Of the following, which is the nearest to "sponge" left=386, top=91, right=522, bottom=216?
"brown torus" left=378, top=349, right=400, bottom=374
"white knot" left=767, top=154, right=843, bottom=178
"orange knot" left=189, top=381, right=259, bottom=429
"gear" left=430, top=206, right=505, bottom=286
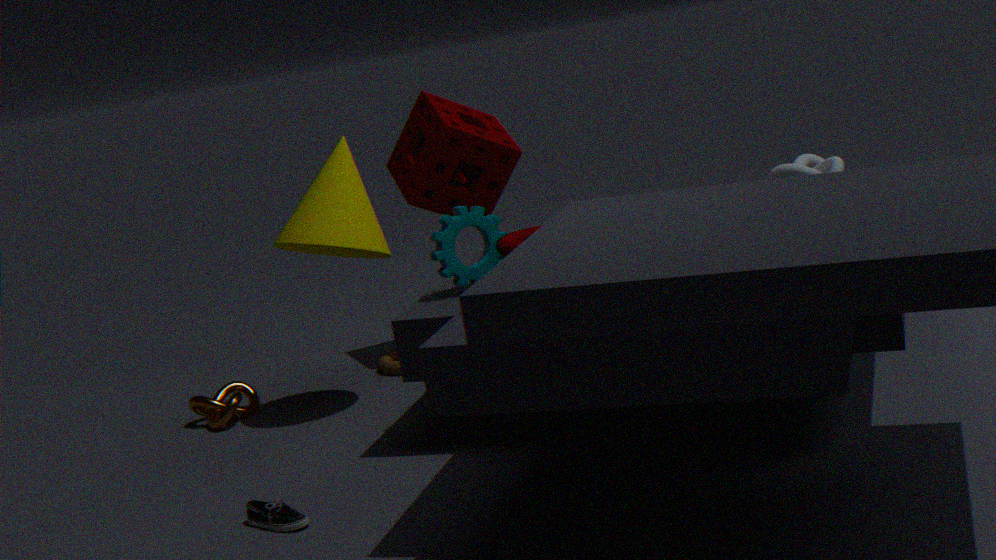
"brown torus" left=378, top=349, right=400, bottom=374
